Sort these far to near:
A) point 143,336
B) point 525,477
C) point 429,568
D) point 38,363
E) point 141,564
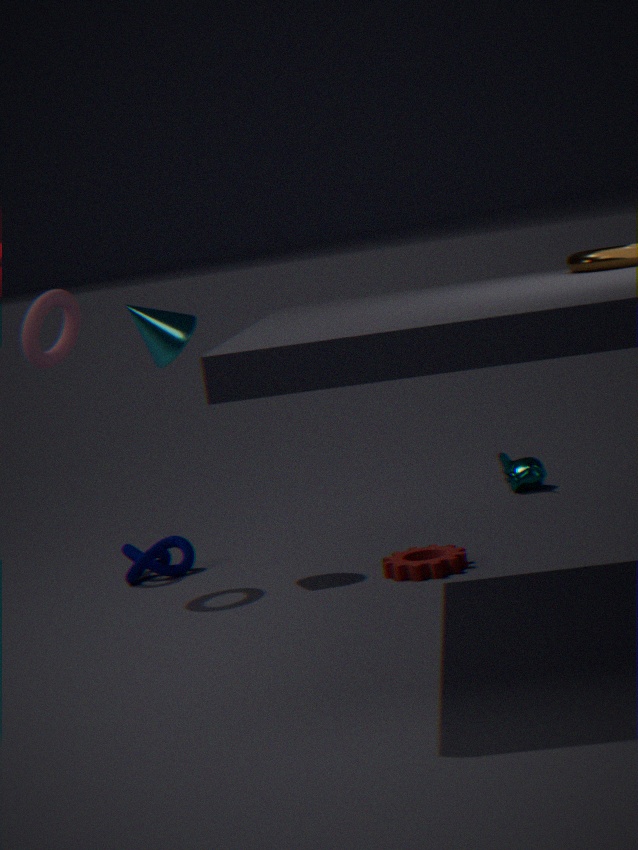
point 525,477
point 141,564
point 143,336
point 38,363
point 429,568
